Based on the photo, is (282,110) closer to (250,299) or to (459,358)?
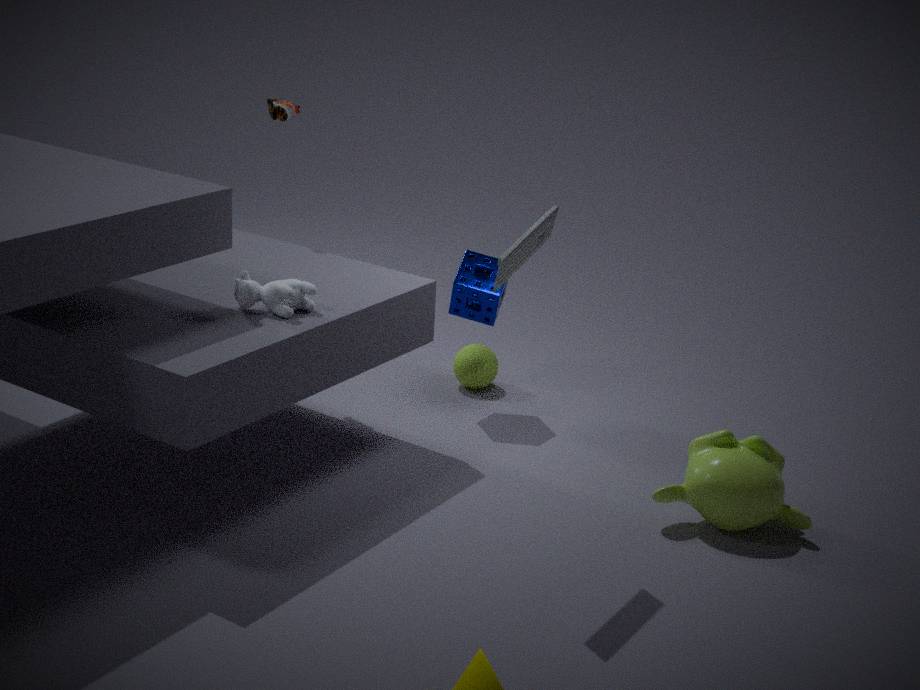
(250,299)
